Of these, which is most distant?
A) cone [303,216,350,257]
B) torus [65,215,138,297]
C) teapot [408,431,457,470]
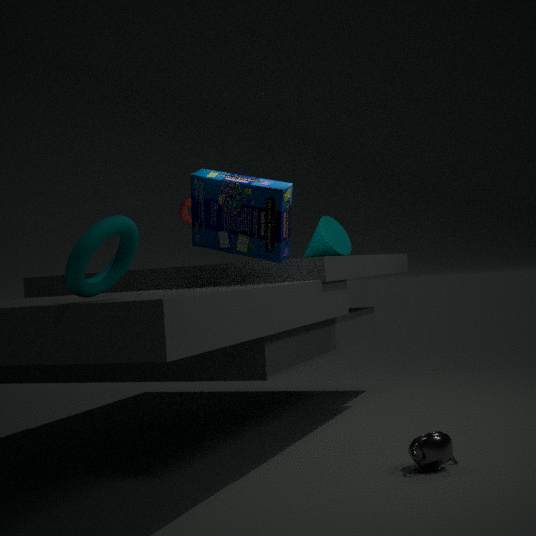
cone [303,216,350,257]
